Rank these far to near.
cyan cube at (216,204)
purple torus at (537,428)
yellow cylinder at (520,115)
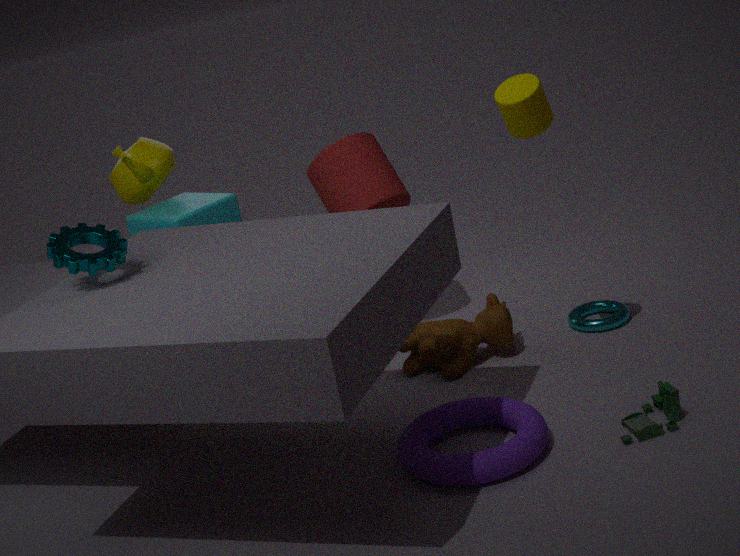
cyan cube at (216,204)
yellow cylinder at (520,115)
purple torus at (537,428)
